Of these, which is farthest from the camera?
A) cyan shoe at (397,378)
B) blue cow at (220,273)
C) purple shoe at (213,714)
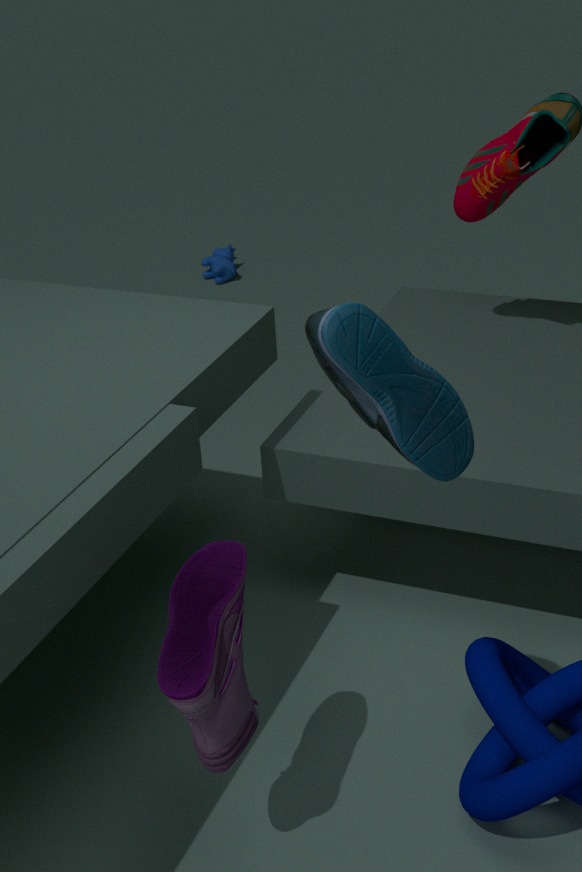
blue cow at (220,273)
